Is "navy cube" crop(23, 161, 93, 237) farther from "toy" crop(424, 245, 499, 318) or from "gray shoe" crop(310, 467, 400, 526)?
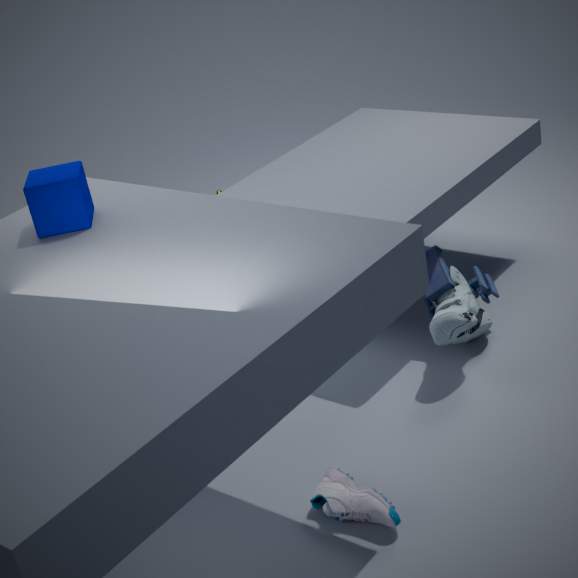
"toy" crop(424, 245, 499, 318)
